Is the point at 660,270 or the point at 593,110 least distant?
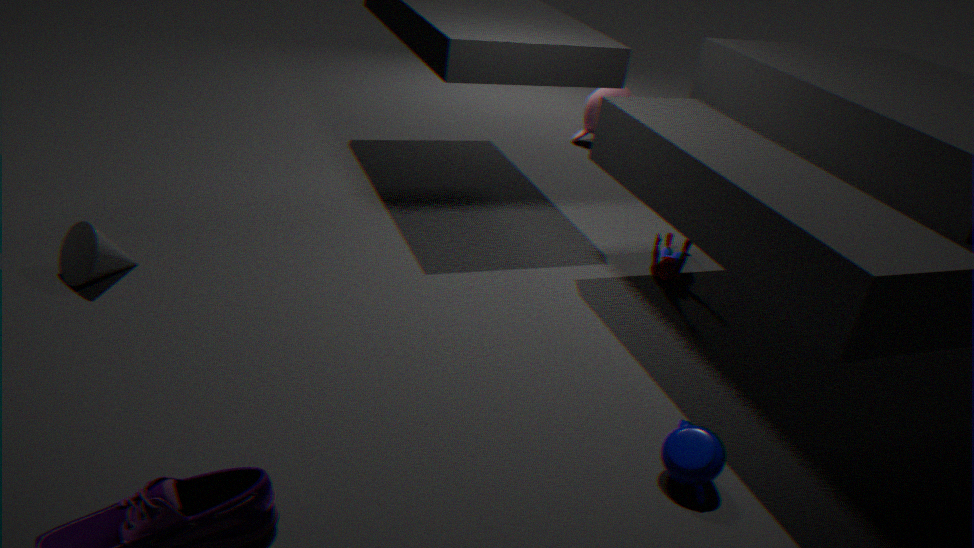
the point at 660,270
